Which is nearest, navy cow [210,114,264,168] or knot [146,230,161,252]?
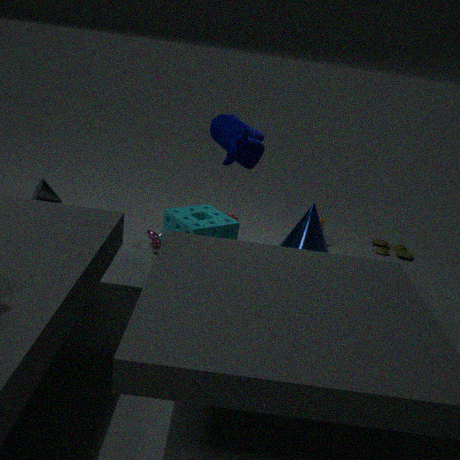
navy cow [210,114,264,168]
